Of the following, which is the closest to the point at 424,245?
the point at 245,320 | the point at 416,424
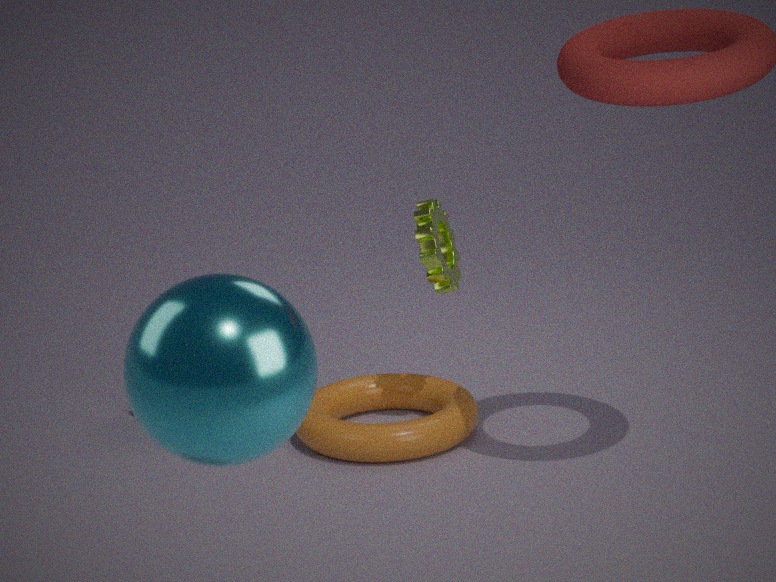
the point at 416,424
